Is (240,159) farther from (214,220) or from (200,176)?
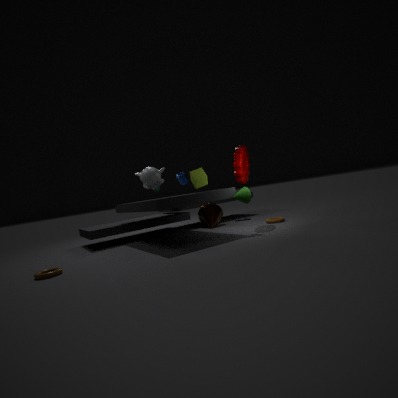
(214,220)
